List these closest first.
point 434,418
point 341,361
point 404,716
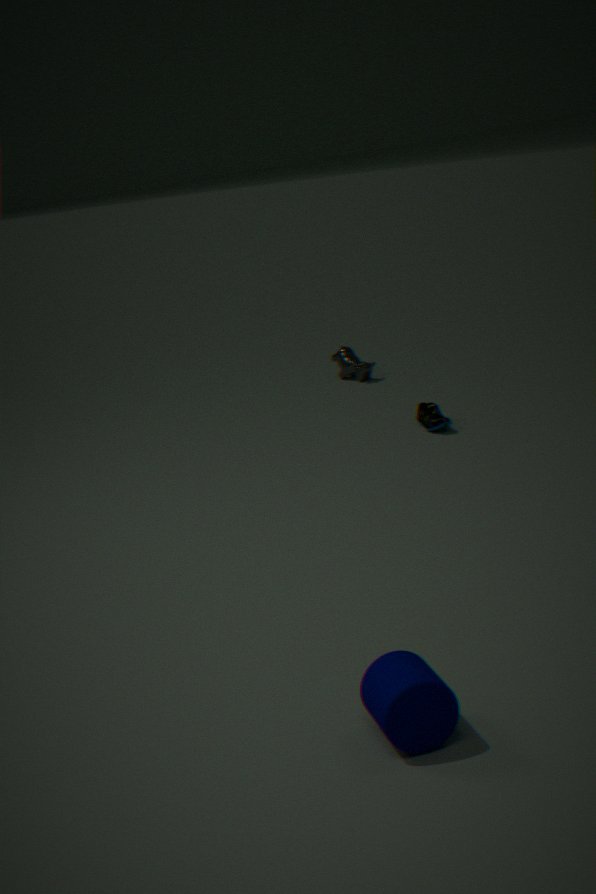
point 404,716 < point 434,418 < point 341,361
